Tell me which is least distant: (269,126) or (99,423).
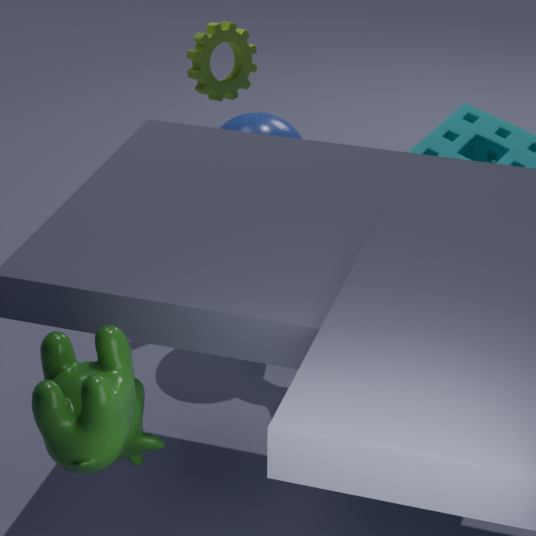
(99,423)
